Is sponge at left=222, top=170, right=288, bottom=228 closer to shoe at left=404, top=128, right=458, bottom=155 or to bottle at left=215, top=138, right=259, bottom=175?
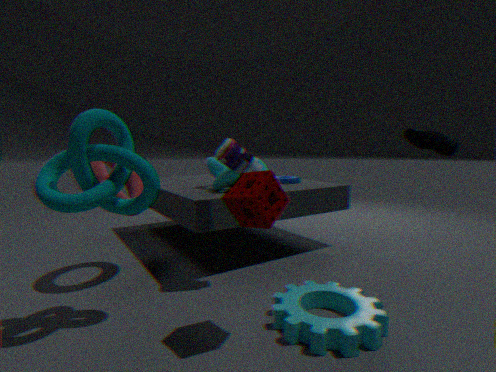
bottle at left=215, top=138, right=259, bottom=175
